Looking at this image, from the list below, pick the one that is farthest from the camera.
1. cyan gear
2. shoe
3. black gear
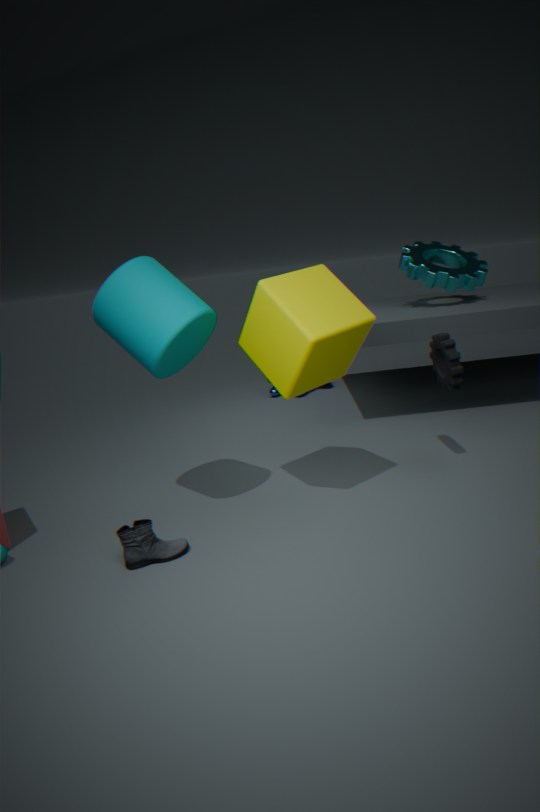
cyan gear
